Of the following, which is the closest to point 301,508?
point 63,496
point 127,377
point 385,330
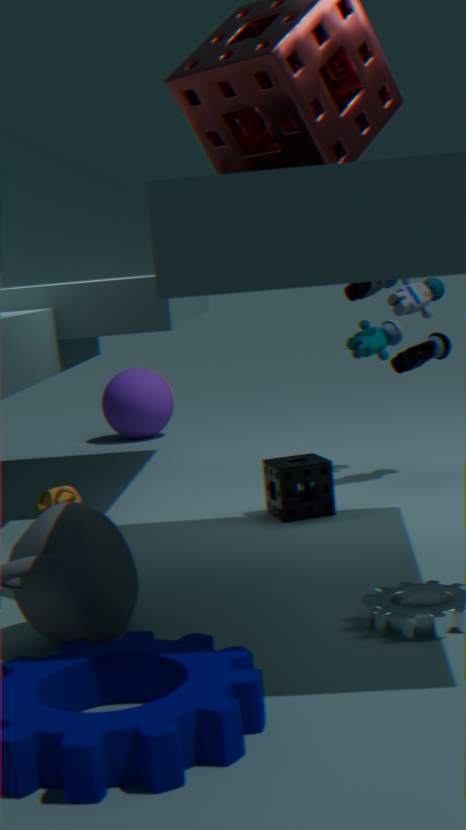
point 63,496
